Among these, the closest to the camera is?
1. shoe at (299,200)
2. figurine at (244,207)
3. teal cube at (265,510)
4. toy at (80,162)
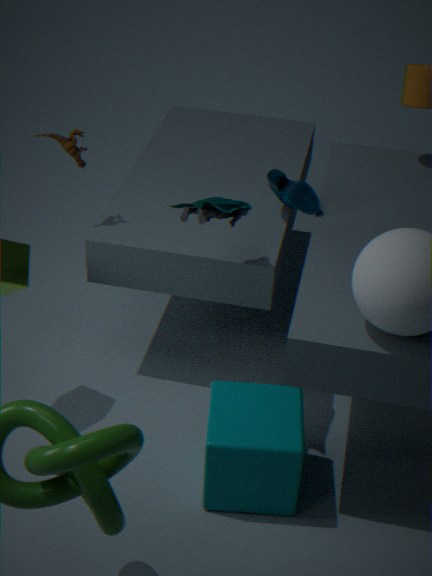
figurine at (244,207)
